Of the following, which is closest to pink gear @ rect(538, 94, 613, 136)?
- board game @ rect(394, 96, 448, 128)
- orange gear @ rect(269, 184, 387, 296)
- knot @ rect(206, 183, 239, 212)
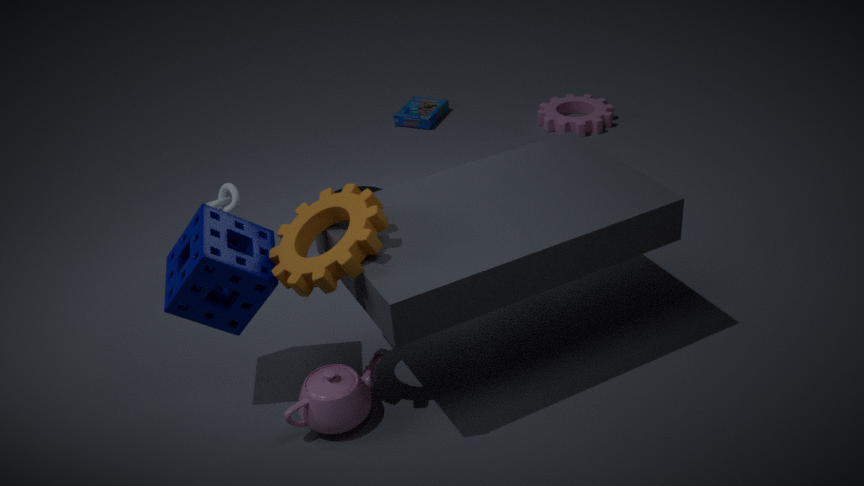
board game @ rect(394, 96, 448, 128)
